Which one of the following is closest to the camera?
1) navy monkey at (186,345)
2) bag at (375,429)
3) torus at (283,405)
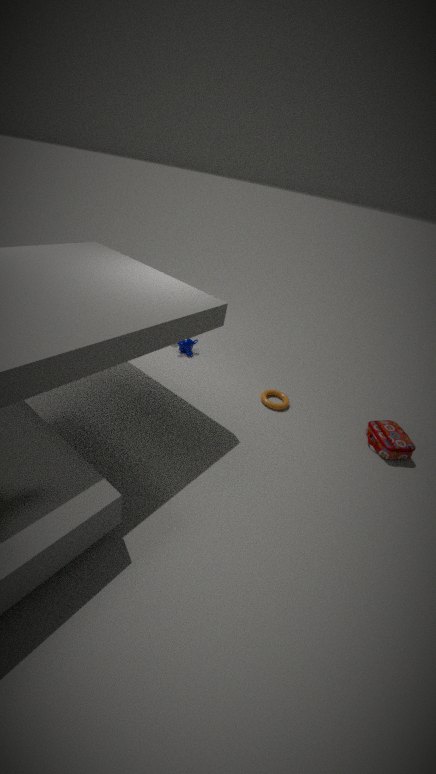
2. bag at (375,429)
